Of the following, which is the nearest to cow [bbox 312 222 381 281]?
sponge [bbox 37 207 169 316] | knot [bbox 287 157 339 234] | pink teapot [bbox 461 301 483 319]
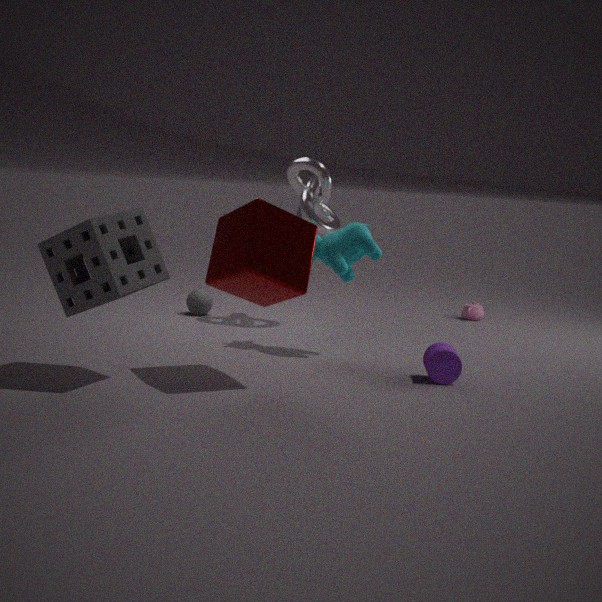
knot [bbox 287 157 339 234]
